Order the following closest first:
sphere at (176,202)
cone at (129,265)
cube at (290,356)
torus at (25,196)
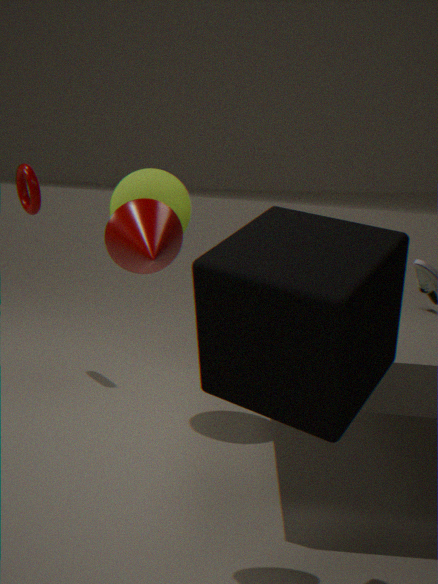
cube at (290,356) → cone at (129,265) → sphere at (176,202) → torus at (25,196)
